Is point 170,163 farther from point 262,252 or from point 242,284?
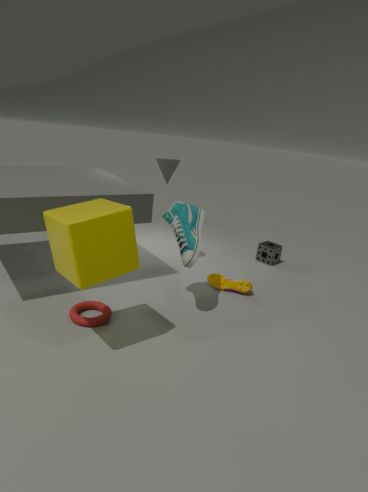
point 262,252
